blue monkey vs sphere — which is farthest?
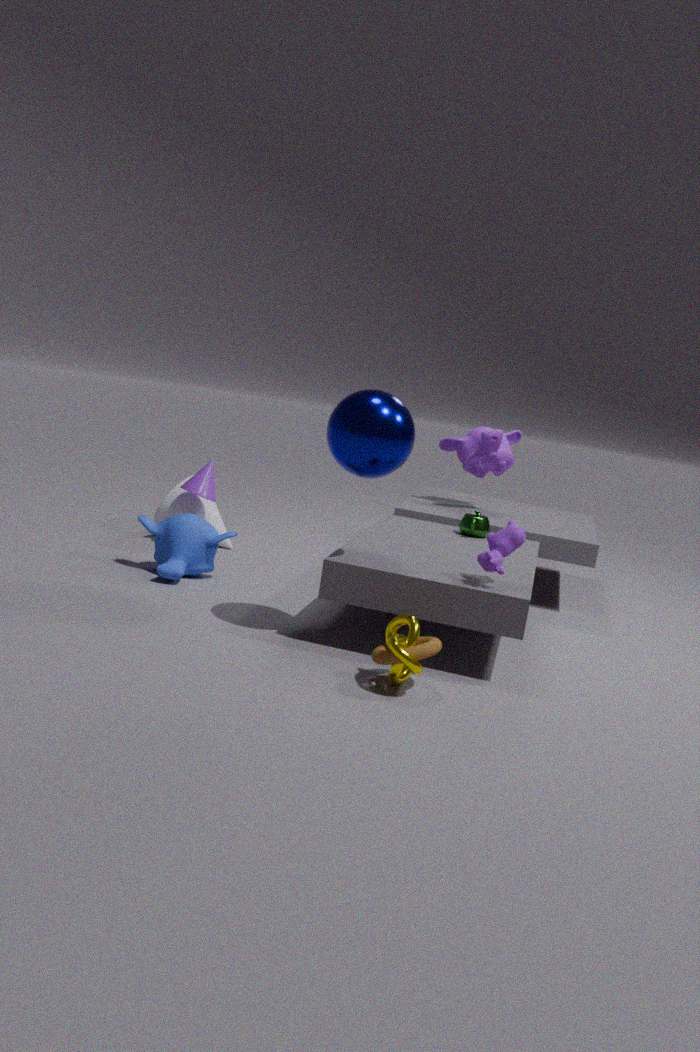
blue monkey
